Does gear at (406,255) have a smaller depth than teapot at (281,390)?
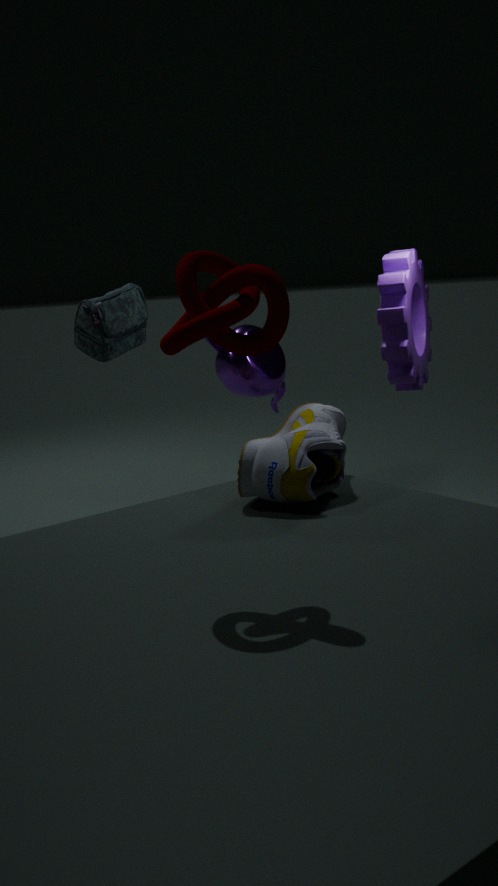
Yes
